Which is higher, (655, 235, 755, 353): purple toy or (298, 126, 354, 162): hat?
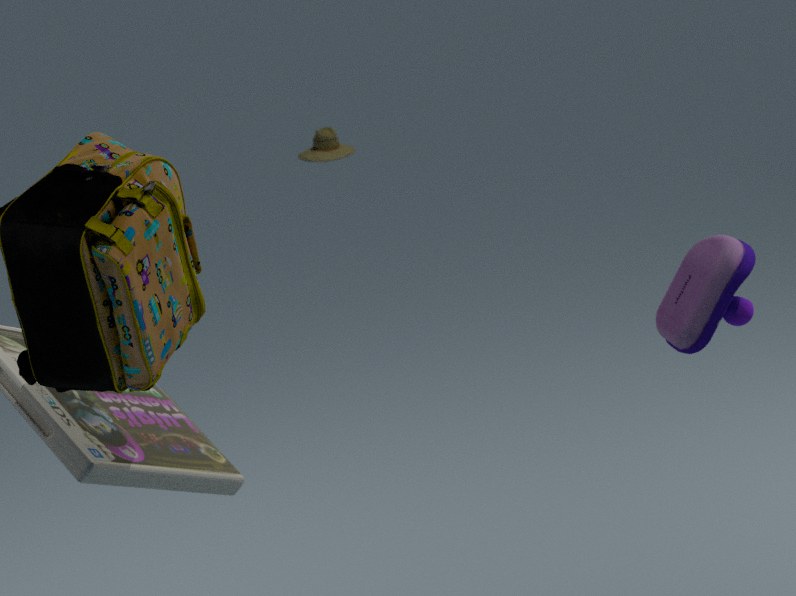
(655, 235, 755, 353): purple toy
